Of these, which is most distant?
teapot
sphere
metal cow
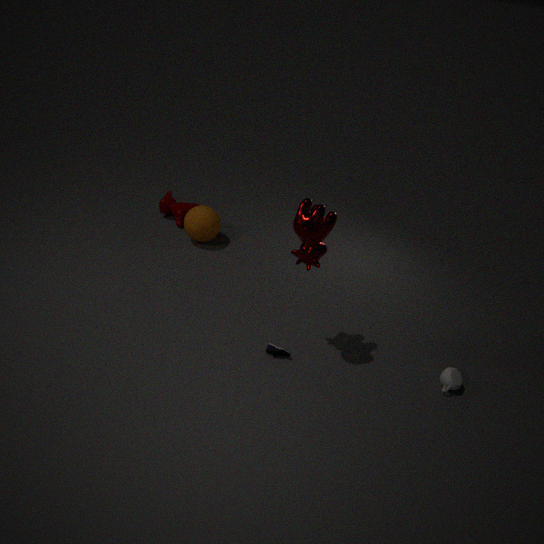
sphere
